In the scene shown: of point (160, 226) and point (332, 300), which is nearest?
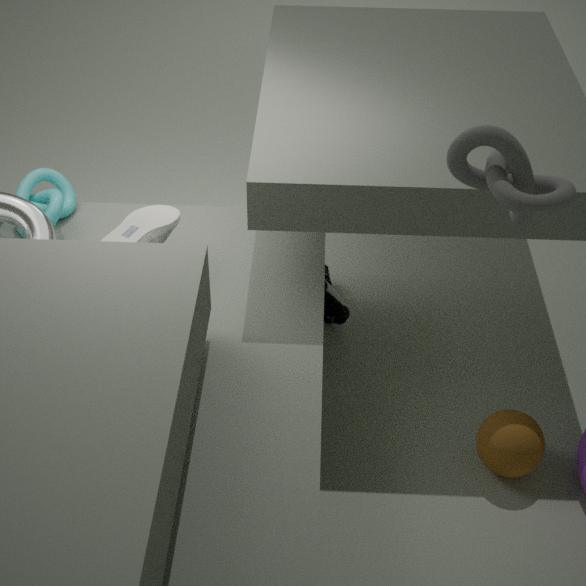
point (160, 226)
